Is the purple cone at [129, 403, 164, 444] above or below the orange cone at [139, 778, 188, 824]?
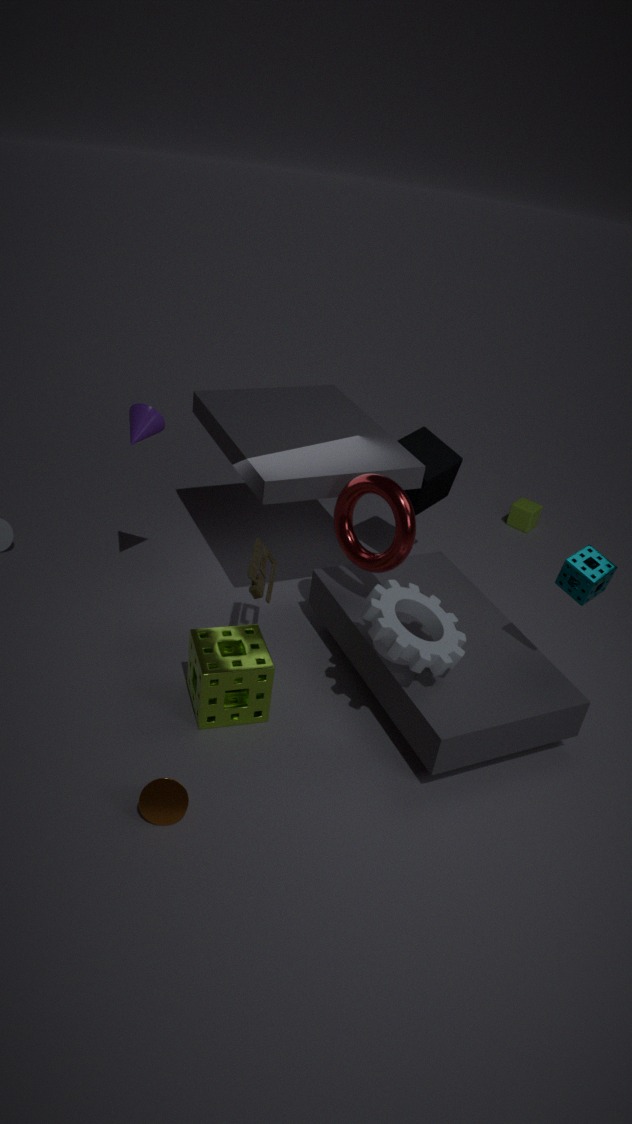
above
